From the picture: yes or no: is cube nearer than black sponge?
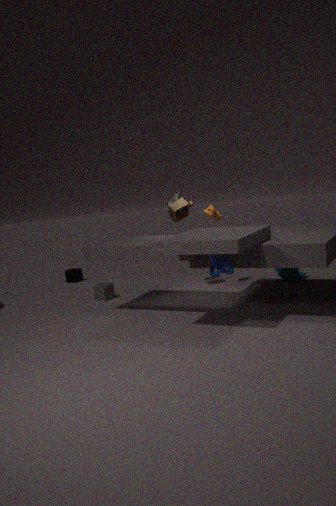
Yes
